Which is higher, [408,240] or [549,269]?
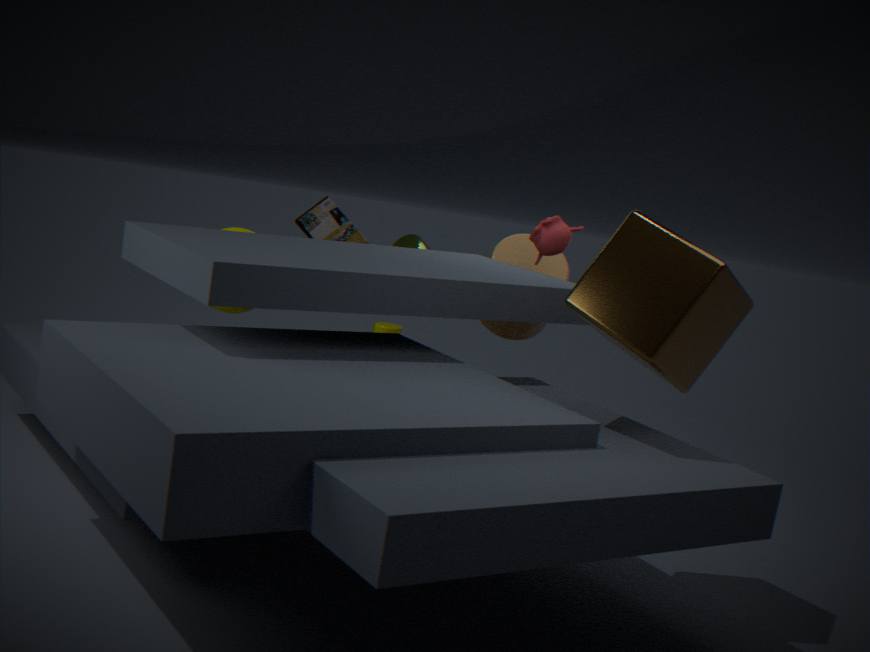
[408,240]
